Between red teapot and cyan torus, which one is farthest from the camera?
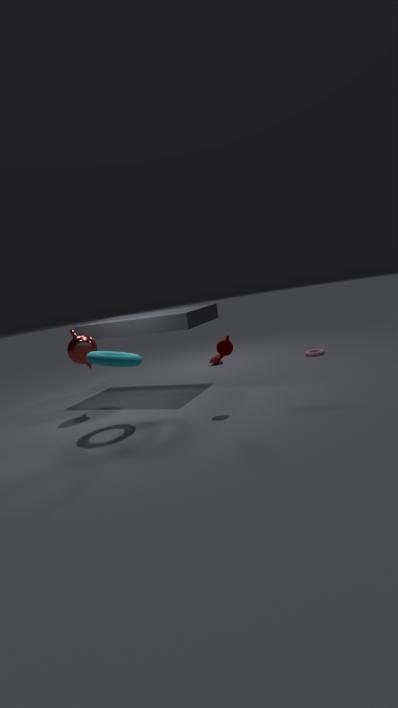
red teapot
